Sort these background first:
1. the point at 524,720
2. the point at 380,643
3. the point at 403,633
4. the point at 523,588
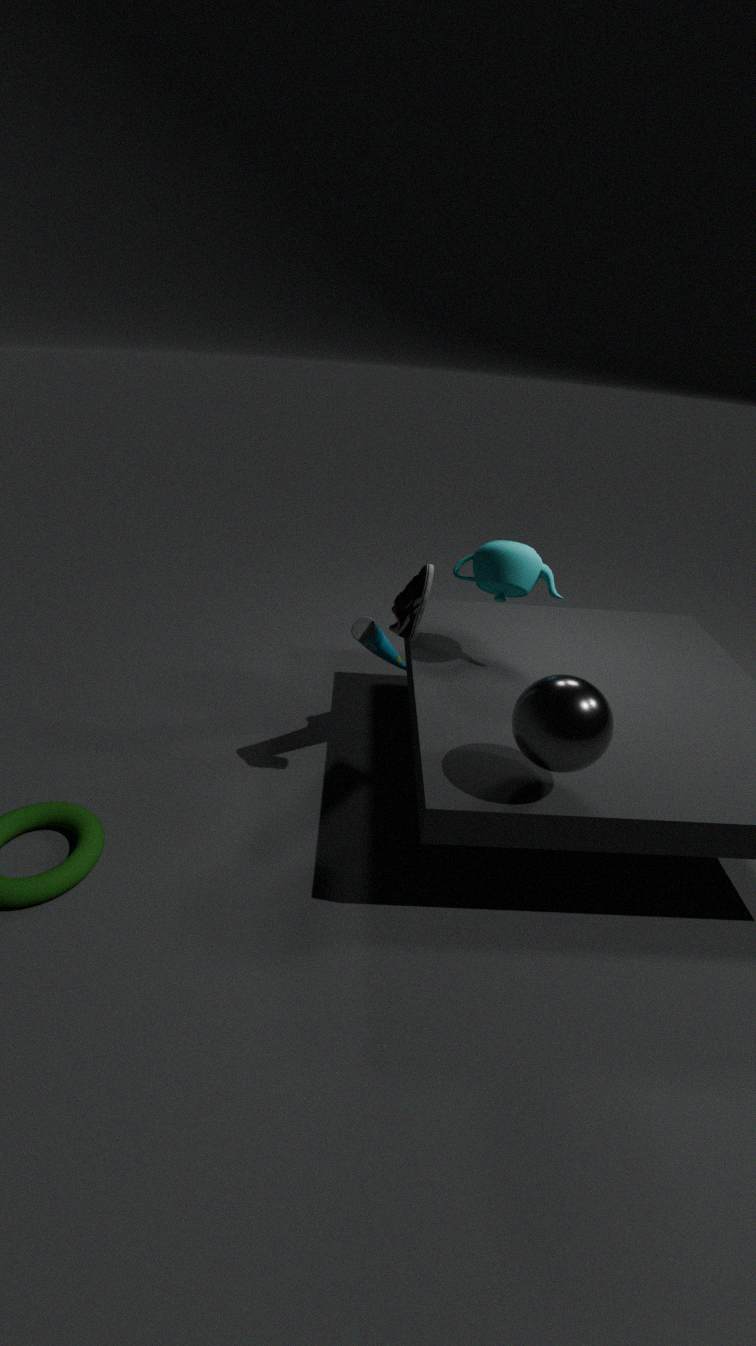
the point at 380,643
the point at 523,588
the point at 403,633
the point at 524,720
